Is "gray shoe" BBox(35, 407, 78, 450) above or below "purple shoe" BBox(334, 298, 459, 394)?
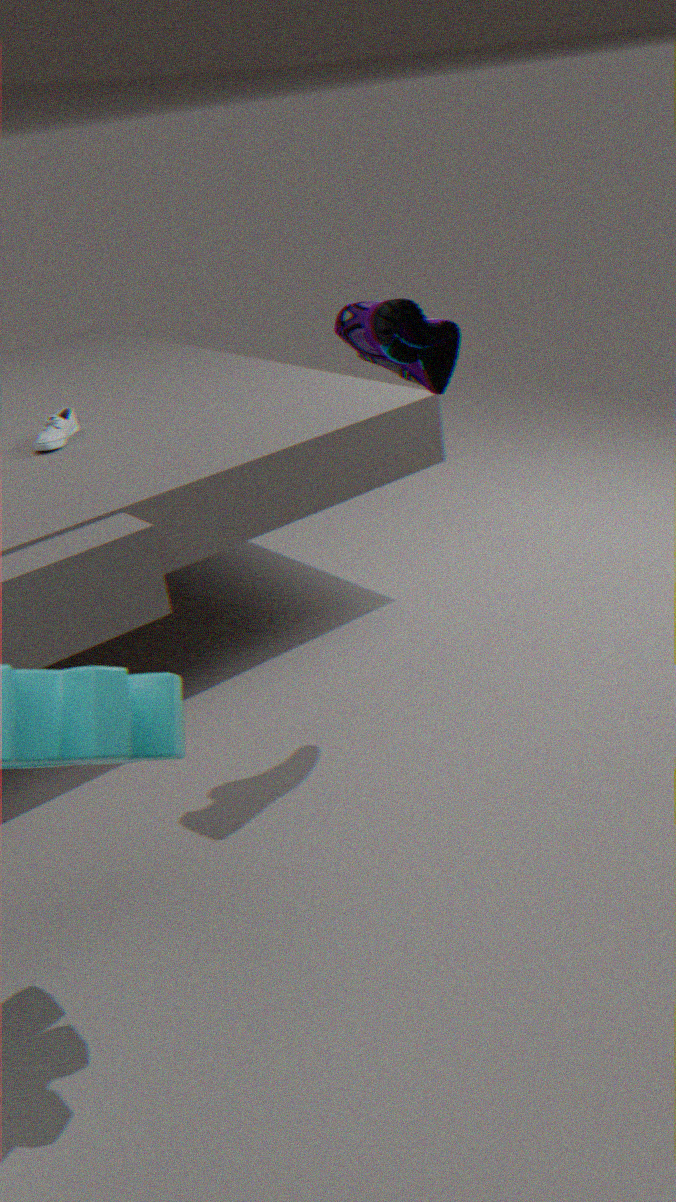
below
